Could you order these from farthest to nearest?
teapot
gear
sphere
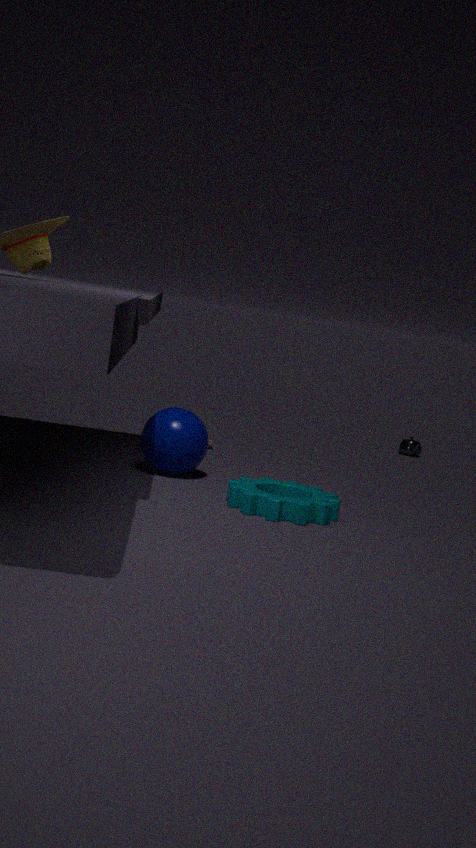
teapot → sphere → gear
